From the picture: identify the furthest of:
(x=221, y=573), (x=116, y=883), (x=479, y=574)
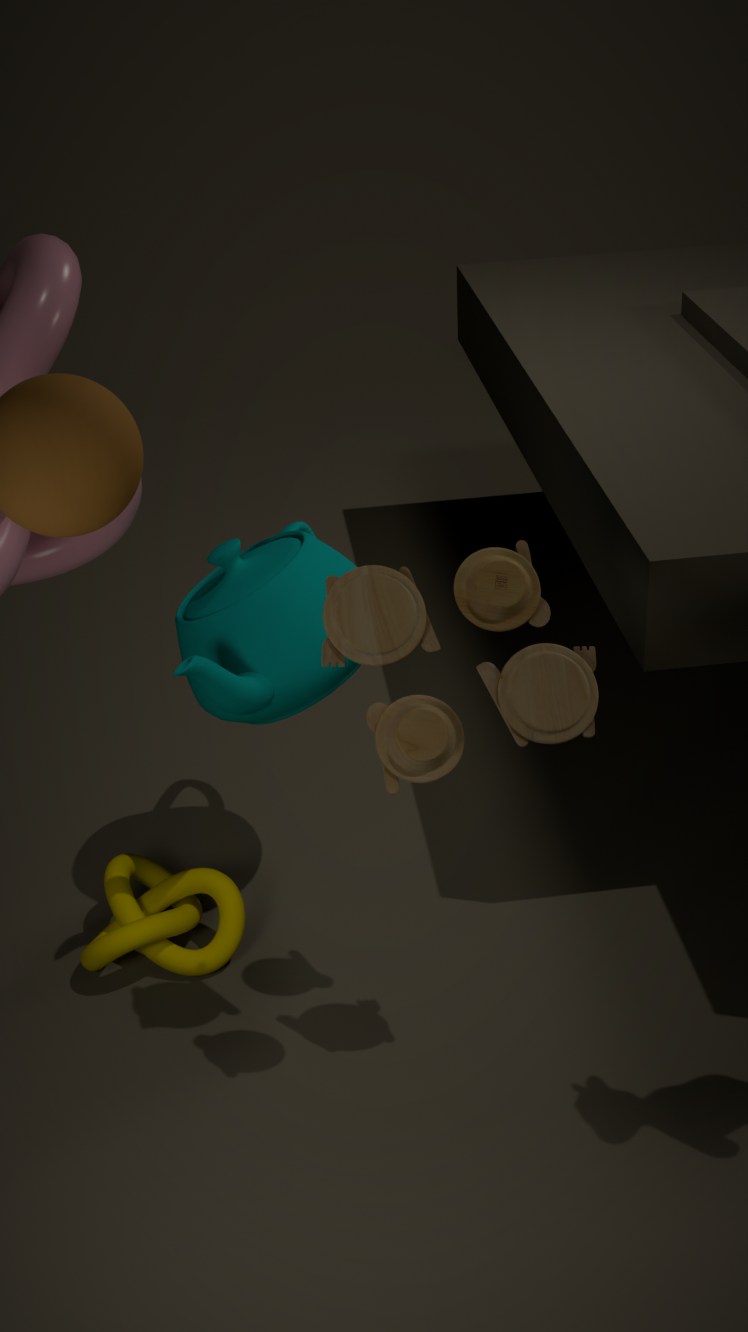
(x=116, y=883)
